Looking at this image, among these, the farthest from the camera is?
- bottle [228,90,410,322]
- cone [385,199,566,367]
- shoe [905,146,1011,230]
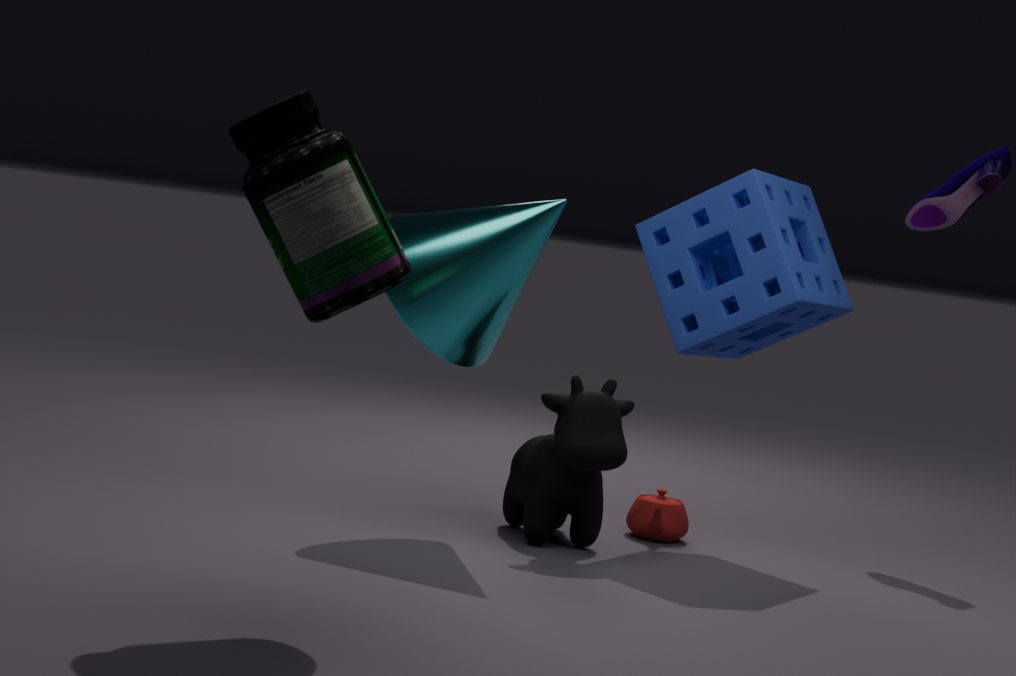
shoe [905,146,1011,230]
